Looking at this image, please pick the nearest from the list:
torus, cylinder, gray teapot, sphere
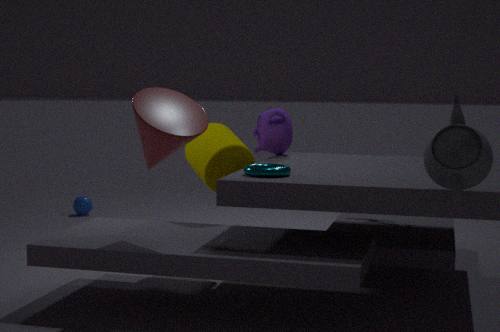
gray teapot
